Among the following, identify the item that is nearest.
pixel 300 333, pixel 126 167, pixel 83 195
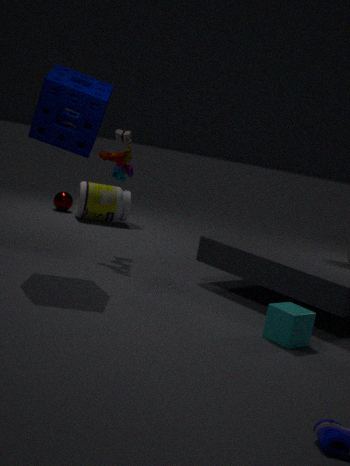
pixel 300 333
